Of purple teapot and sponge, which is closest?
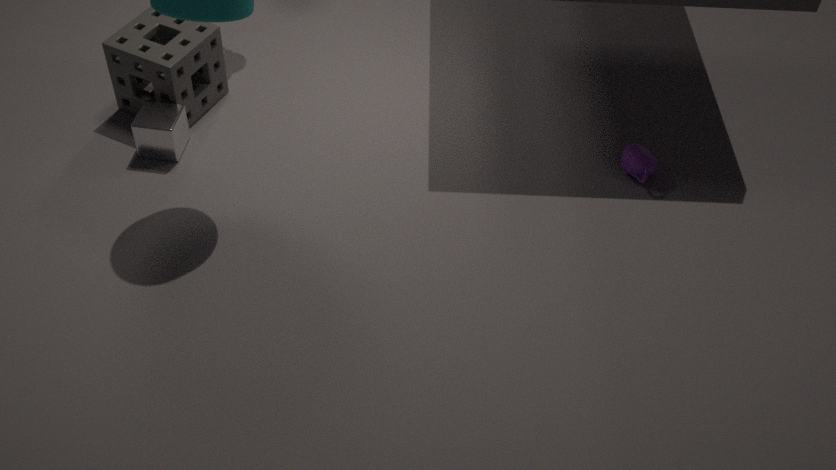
sponge
